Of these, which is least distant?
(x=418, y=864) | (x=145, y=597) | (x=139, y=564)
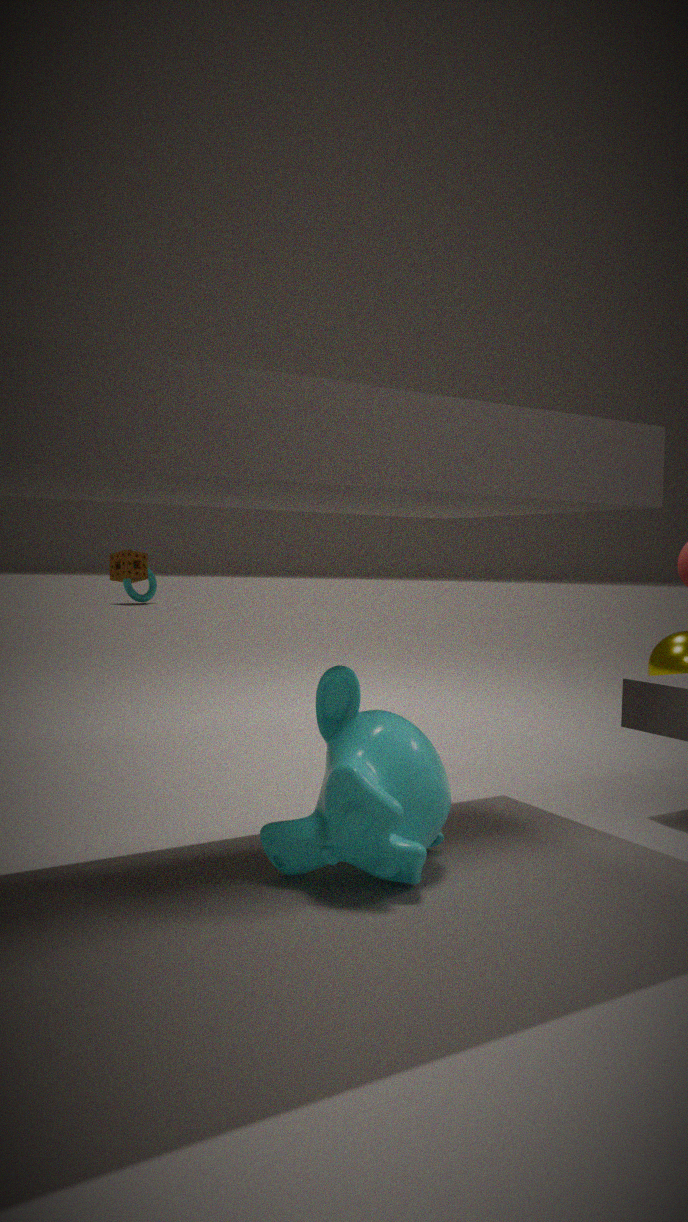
(x=418, y=864)
